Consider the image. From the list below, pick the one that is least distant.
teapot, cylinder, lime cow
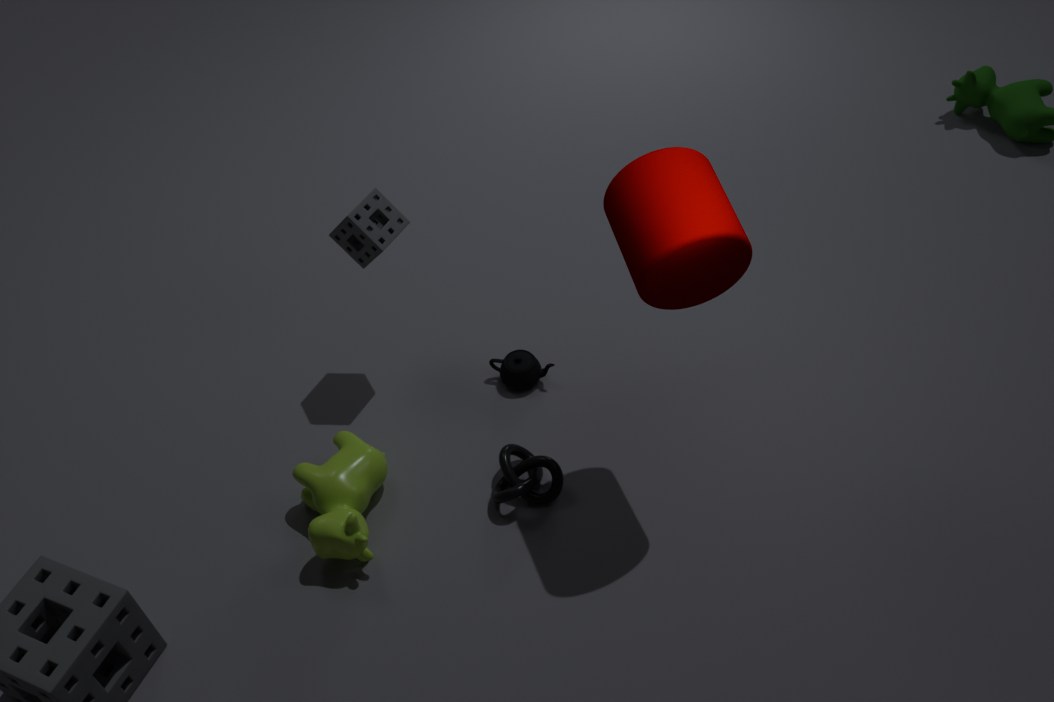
cylinder
